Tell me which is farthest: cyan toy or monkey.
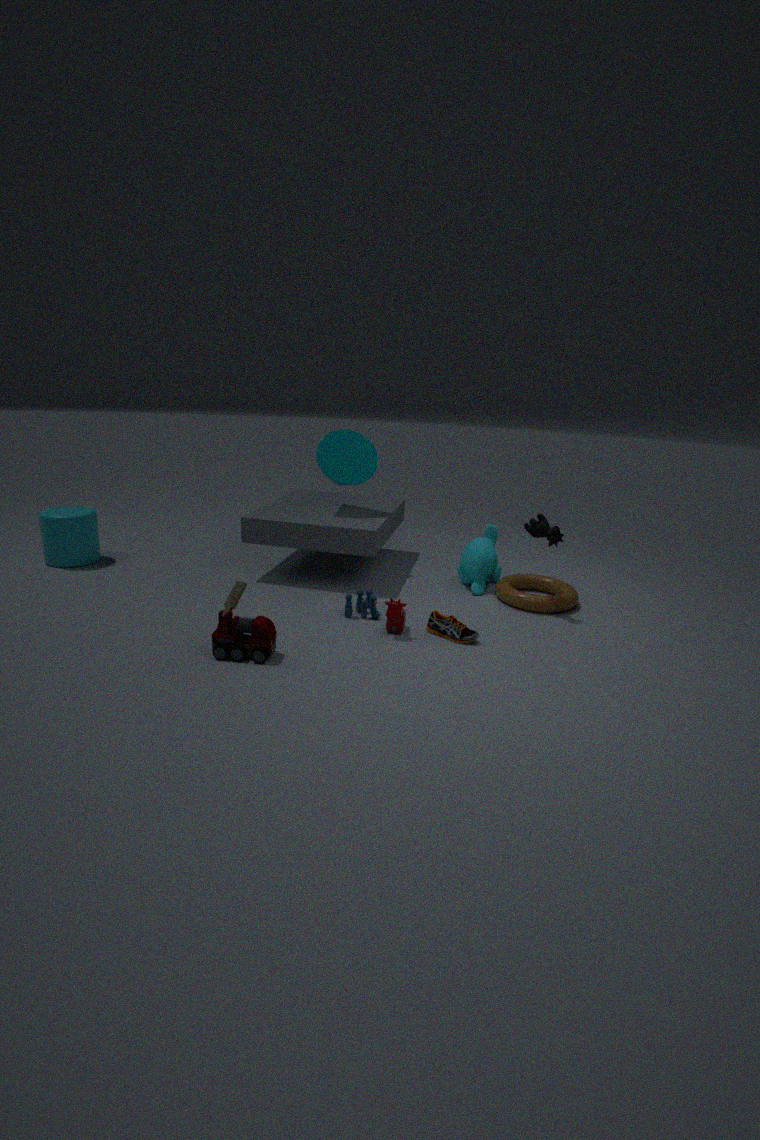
monkey
